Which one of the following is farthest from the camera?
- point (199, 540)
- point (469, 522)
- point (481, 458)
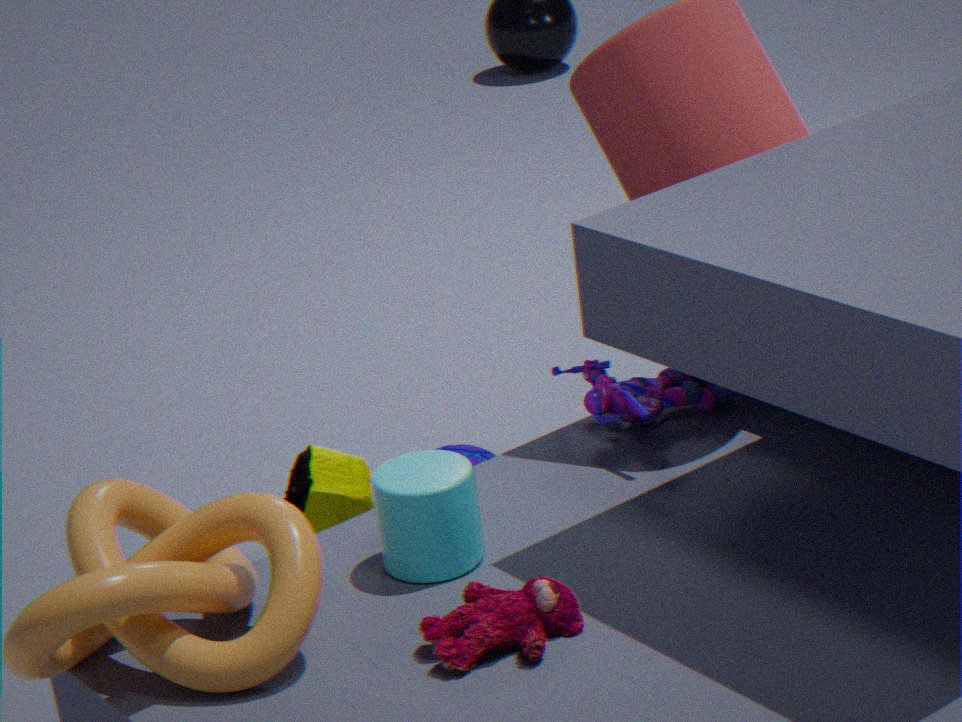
point (481, 458)
